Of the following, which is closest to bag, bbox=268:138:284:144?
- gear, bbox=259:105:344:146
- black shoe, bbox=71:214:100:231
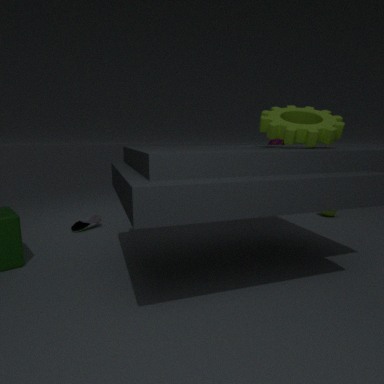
gear, bbox=259:105:344:146
